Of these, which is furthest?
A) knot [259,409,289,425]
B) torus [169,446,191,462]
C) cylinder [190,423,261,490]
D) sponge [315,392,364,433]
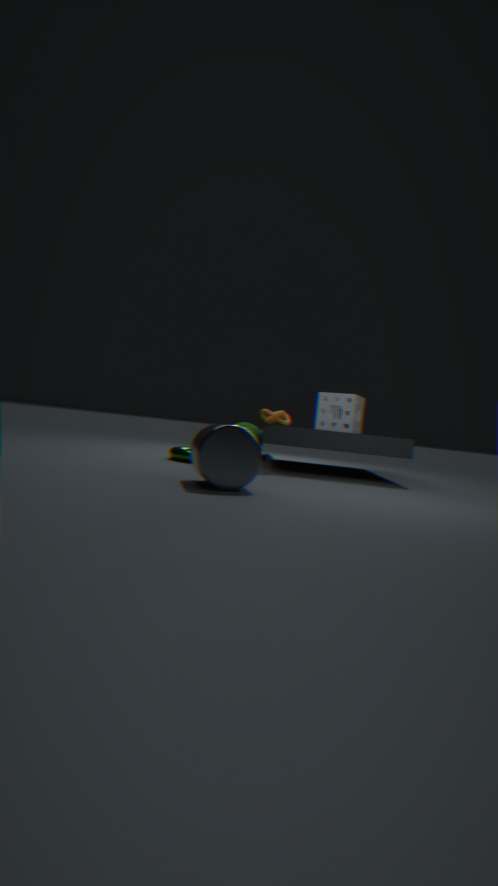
sponge [315,392,364,433]
